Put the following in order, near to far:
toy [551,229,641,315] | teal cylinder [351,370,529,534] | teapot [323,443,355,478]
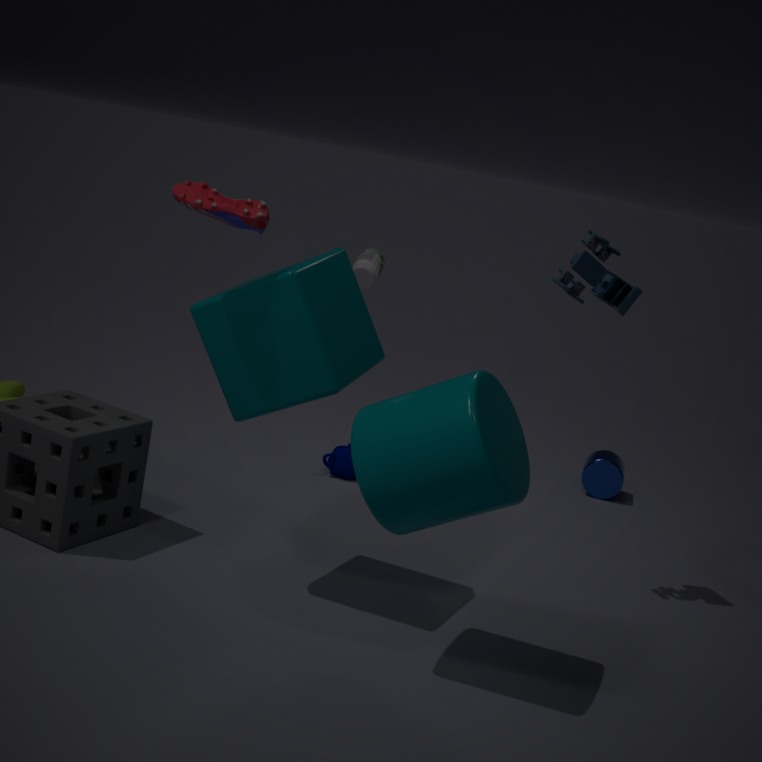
1. teal cylinder [351,370,529,534]
2. toy [551,229,641,315]
3. teapot [323,443,355,478]
